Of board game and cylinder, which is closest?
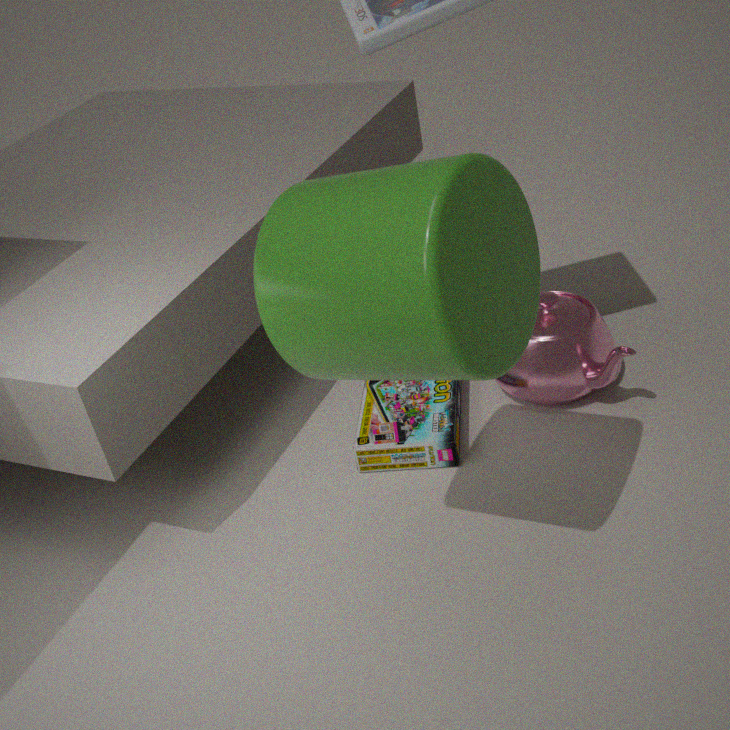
cylinder
